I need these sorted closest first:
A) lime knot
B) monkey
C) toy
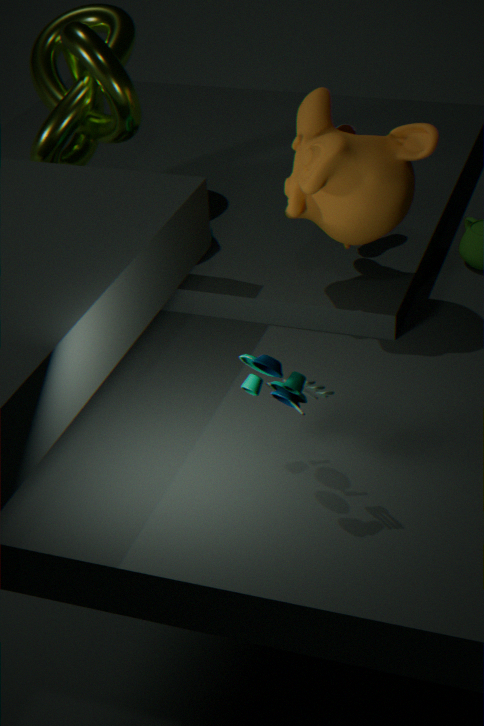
toy, monkey, lime knot
